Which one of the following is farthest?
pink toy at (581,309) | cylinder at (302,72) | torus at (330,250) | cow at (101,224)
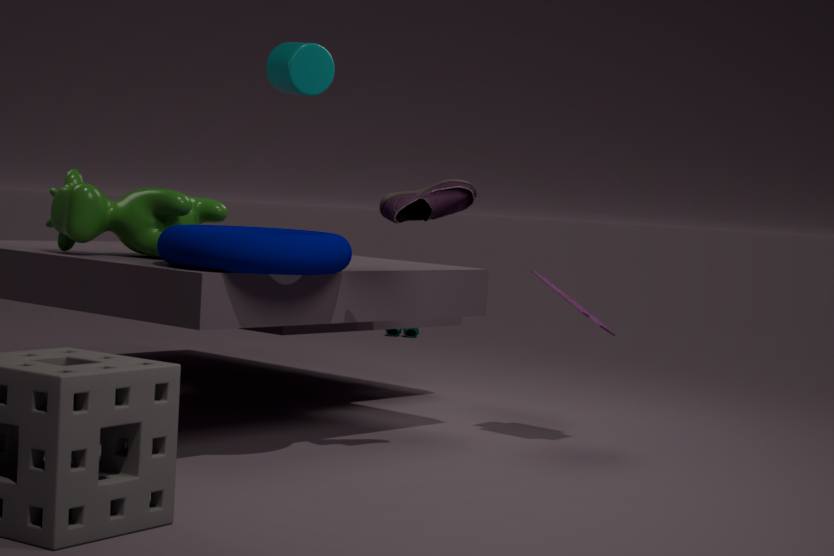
cylinder at (302,72)
